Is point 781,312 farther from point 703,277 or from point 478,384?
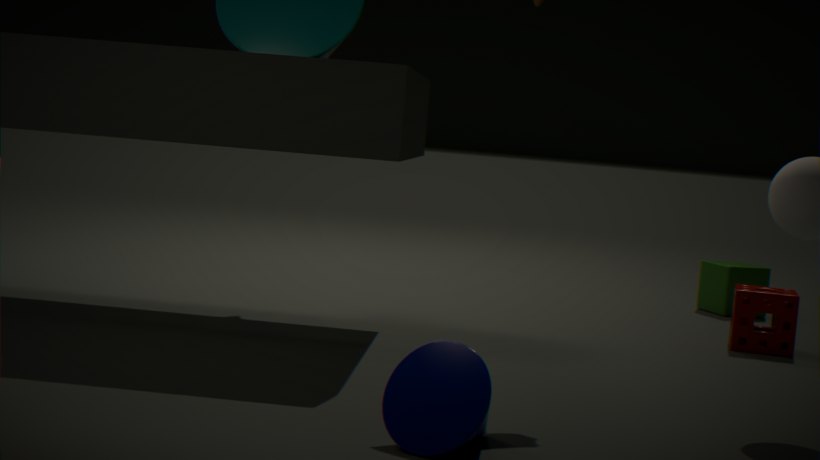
point 478,384
